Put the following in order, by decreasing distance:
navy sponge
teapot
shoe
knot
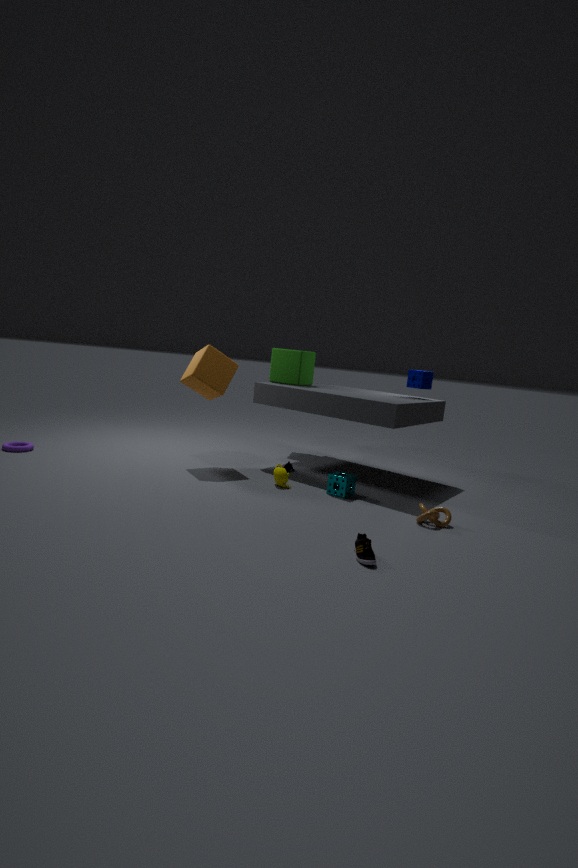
navy sponge
teapot
knot
shoe
